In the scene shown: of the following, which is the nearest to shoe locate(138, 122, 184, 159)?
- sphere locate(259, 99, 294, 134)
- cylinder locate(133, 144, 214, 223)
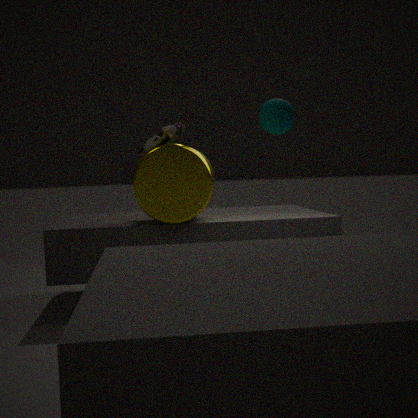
cylinder locate(133, 144, 214, 223)
